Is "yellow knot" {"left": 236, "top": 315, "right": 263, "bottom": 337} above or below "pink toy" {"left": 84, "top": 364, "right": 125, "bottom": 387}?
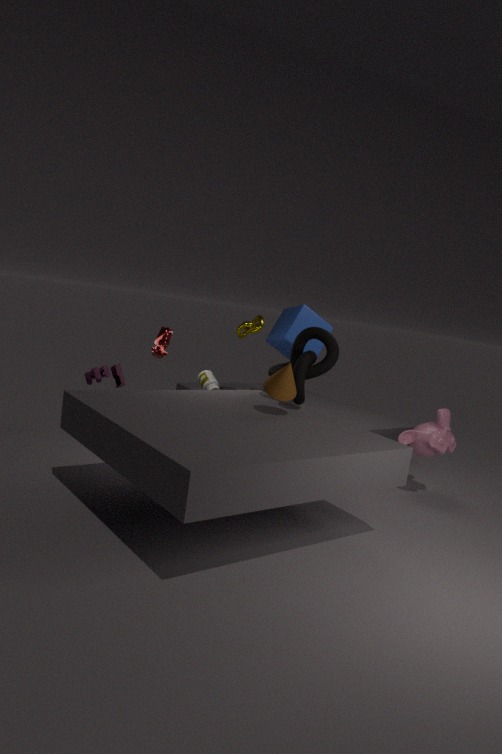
above
